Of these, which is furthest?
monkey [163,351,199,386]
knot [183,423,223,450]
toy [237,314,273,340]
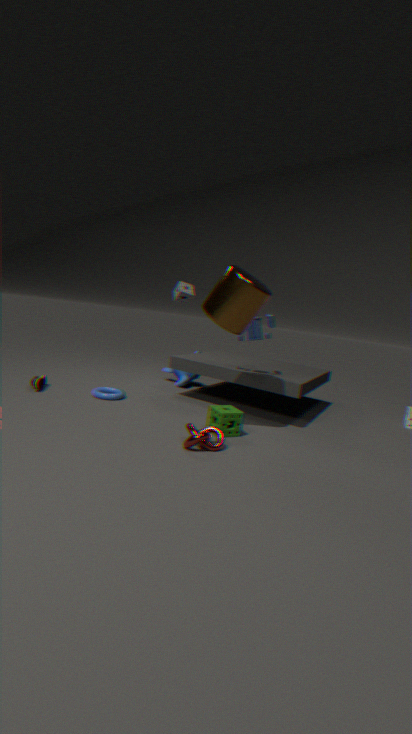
monkey [163,351,199,386]
